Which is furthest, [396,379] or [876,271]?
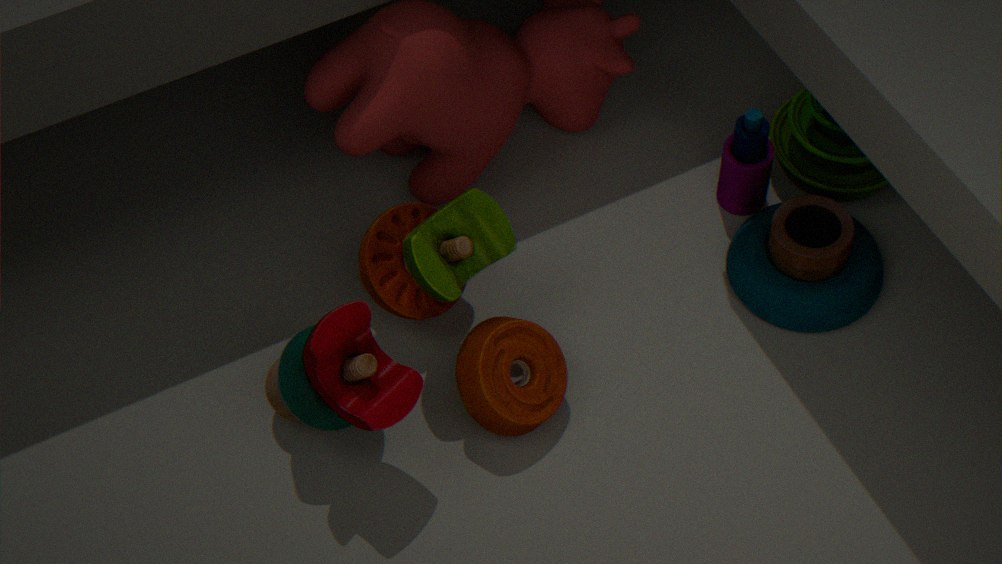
[876,271]
